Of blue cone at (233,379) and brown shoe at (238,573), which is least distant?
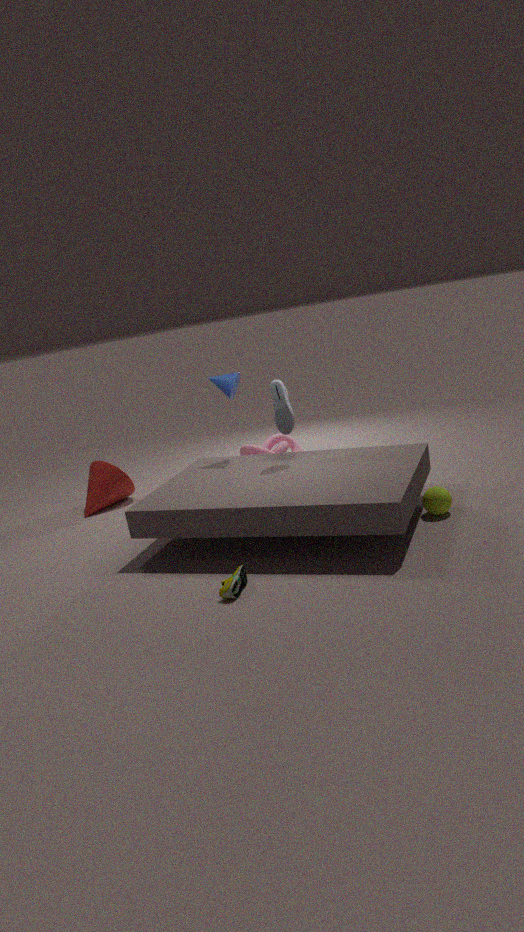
brown shoe at (238,573)
